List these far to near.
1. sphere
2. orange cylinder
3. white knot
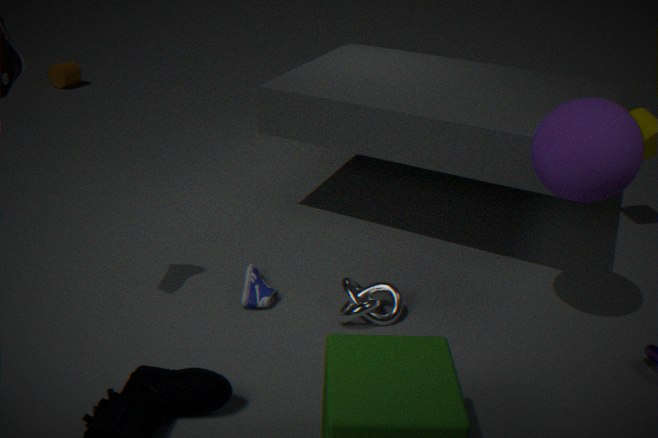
orange cylinder, white knot, sphere
